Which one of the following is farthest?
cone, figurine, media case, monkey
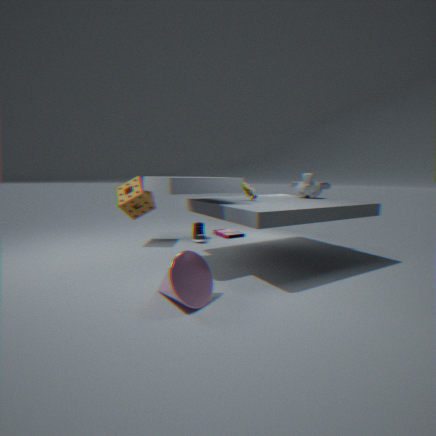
media case
